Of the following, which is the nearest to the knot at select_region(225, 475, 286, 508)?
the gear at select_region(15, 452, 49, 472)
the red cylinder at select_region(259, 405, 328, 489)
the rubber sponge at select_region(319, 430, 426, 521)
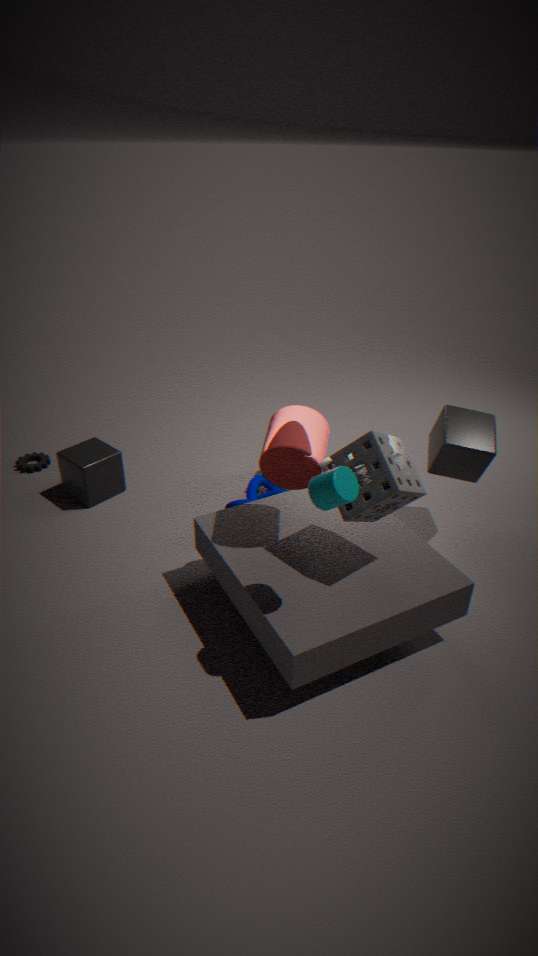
the red cylinder at select_region(259, 405, 328, 489)
